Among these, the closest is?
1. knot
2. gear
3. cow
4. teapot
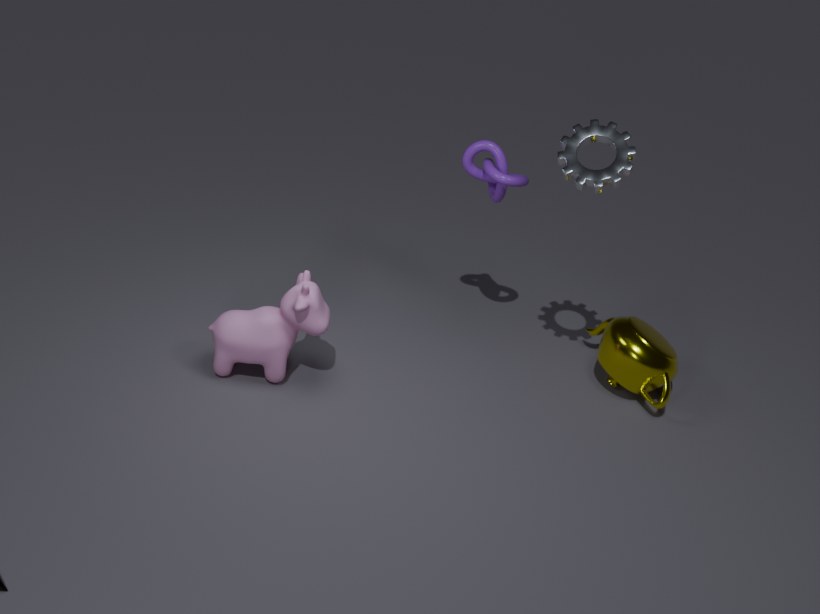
gear
